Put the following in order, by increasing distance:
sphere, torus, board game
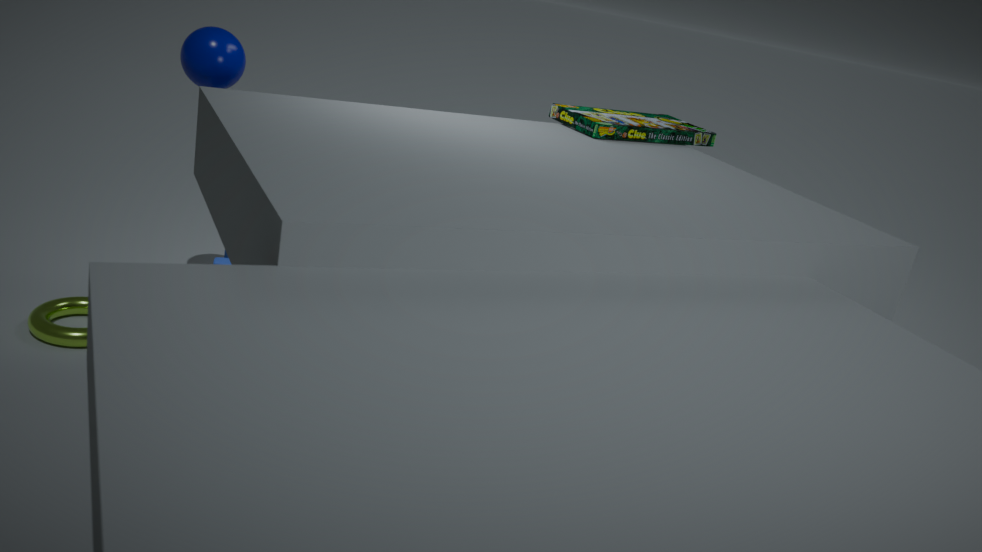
torus, sphere, board game
